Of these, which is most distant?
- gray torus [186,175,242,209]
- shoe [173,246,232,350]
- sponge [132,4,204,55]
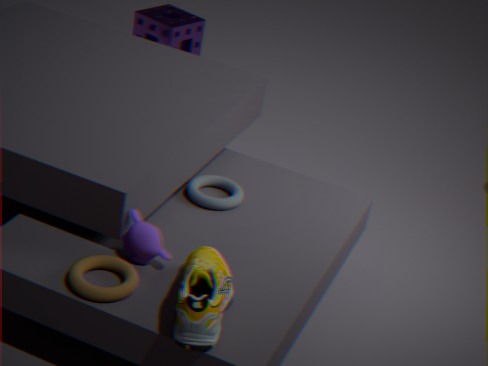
sponge [132,4,204,55]
